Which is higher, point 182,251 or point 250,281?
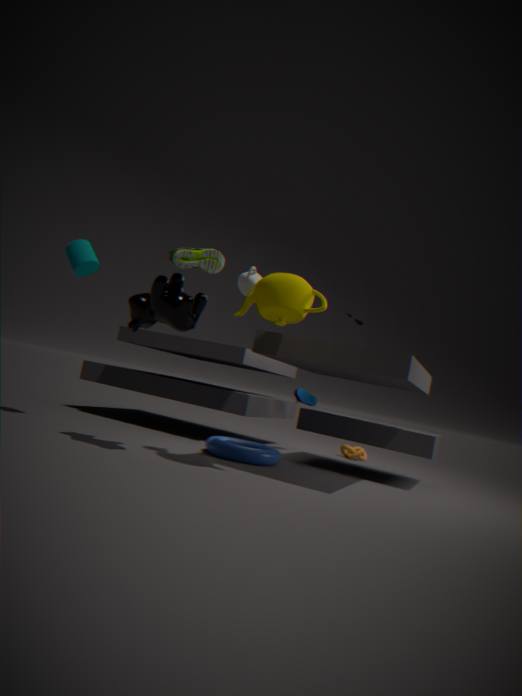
point 182,251
